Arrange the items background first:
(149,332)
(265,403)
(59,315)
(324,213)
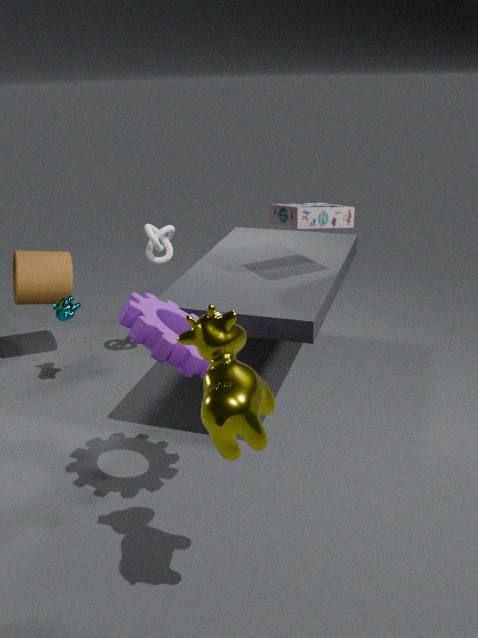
1. (59,315)
2. (324,213)
3. (149,332)
4. (265,403)
